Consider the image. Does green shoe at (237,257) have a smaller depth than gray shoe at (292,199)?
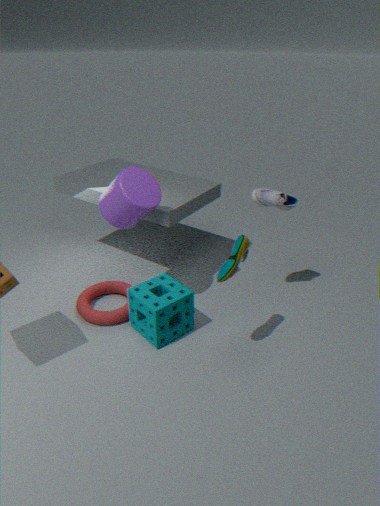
Yes
